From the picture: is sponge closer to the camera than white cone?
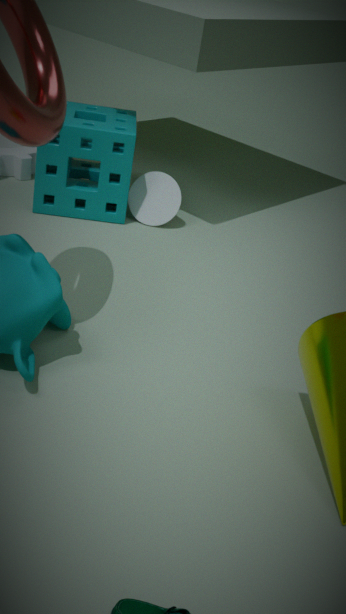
Yes
